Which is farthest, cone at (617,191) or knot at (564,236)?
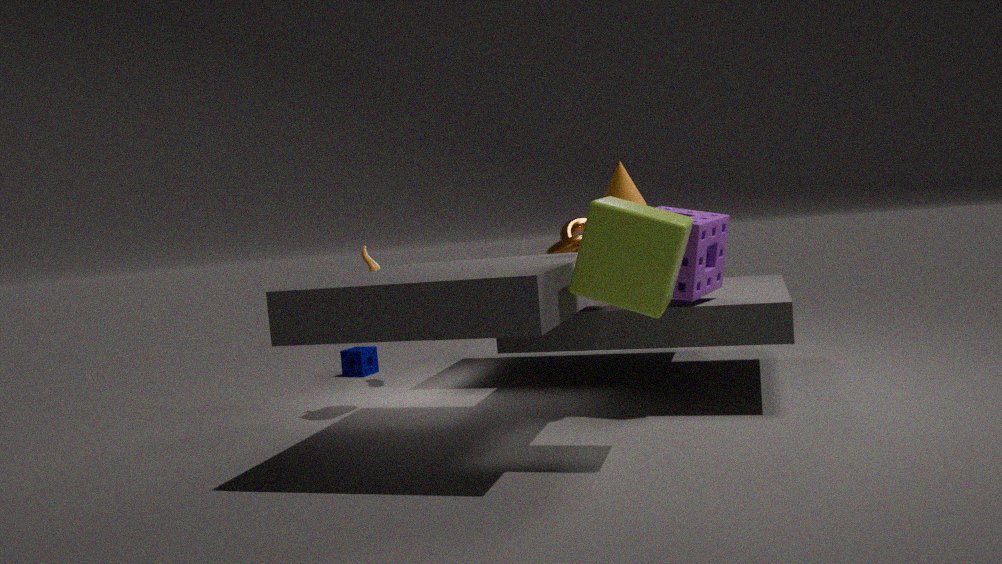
knot at (564,236)
